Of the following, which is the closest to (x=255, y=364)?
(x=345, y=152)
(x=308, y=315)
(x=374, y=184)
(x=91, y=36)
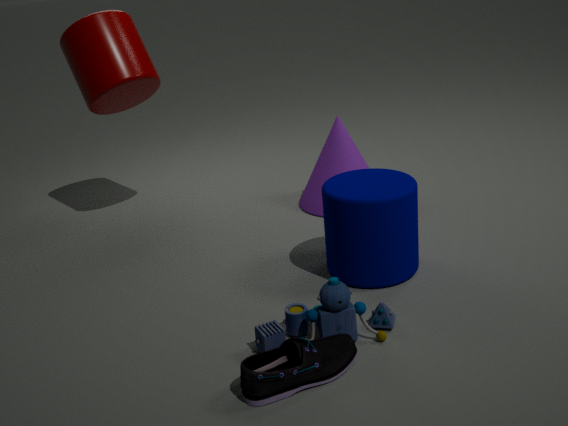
(x=308, y=315)
